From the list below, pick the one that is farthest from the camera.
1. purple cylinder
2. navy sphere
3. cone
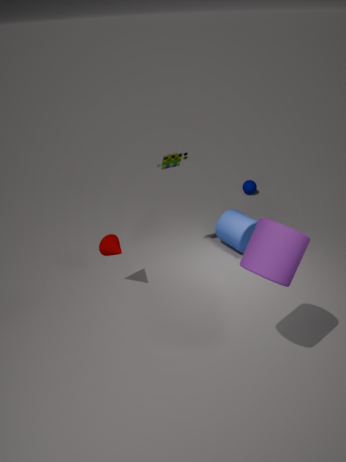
navy sphere
